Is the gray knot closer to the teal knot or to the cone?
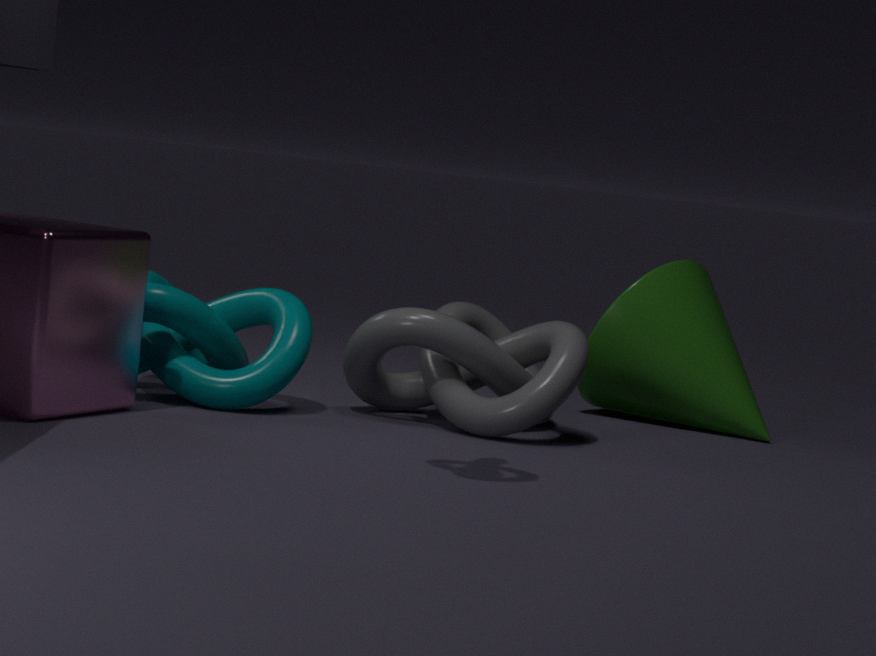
the teal knot
